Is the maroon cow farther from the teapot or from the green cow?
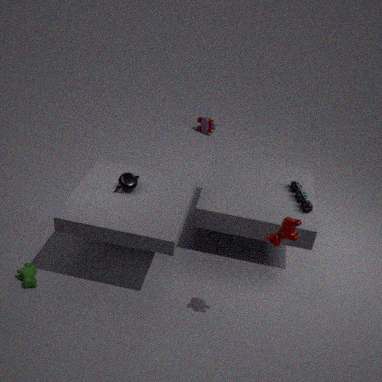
the green cow
